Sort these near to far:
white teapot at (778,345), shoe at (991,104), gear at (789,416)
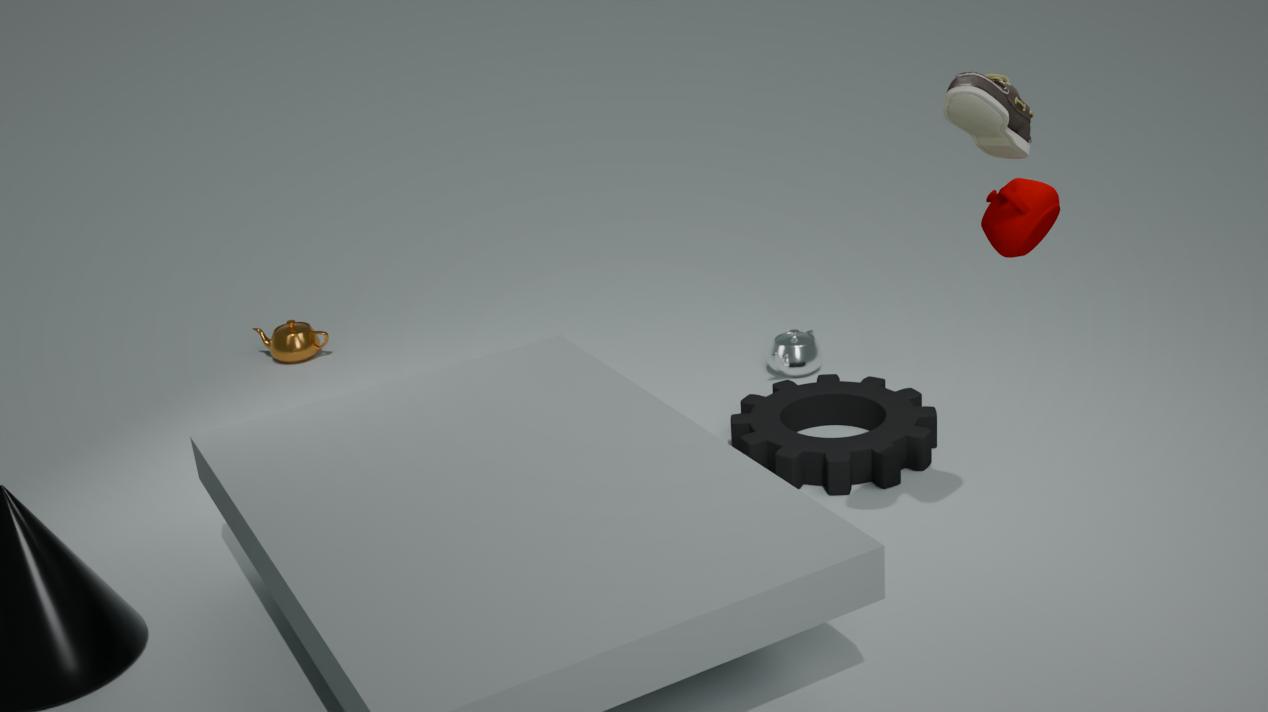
shoe at (991,104) → gear at (789,416) → white teapot at (778,345)
